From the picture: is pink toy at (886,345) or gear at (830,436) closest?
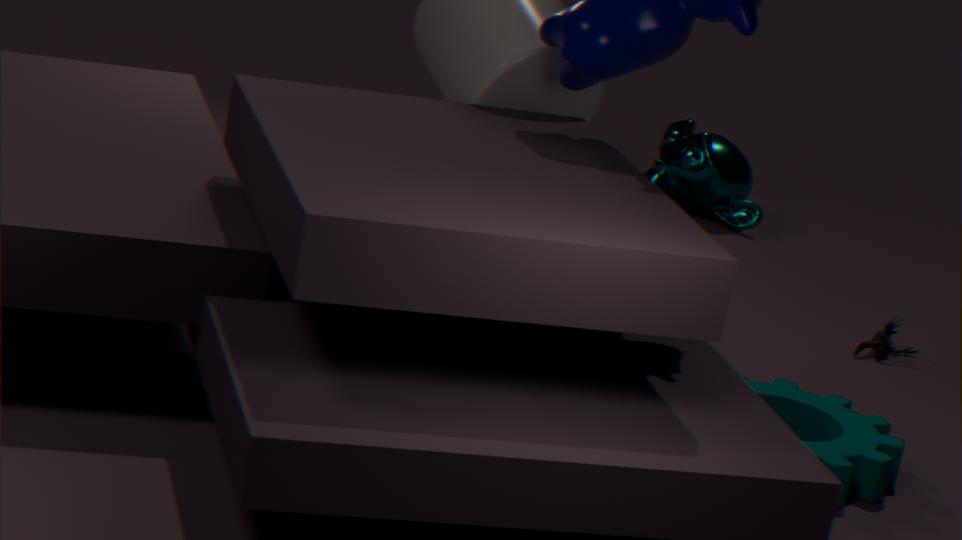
gear at (830,436)
